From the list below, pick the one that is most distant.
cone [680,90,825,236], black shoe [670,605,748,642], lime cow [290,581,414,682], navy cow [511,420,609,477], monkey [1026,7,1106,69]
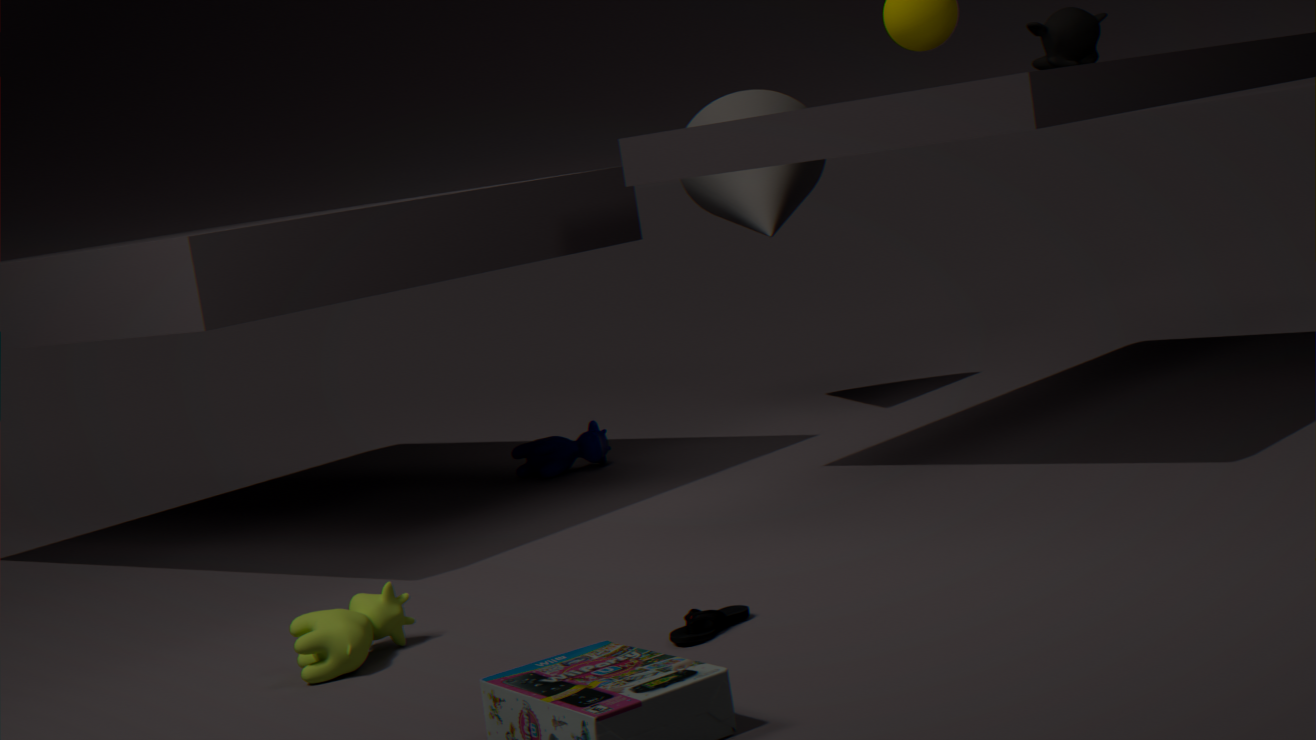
cone [680,90,825,236]
